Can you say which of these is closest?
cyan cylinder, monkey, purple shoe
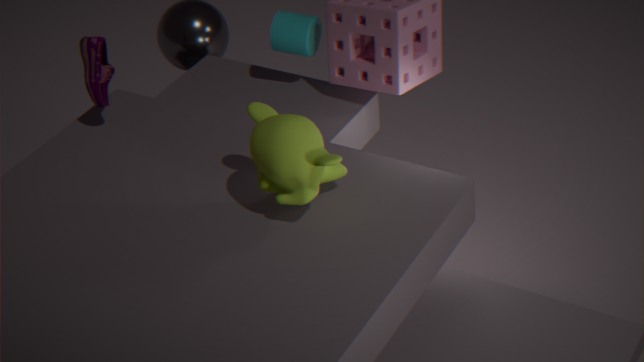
monkey
